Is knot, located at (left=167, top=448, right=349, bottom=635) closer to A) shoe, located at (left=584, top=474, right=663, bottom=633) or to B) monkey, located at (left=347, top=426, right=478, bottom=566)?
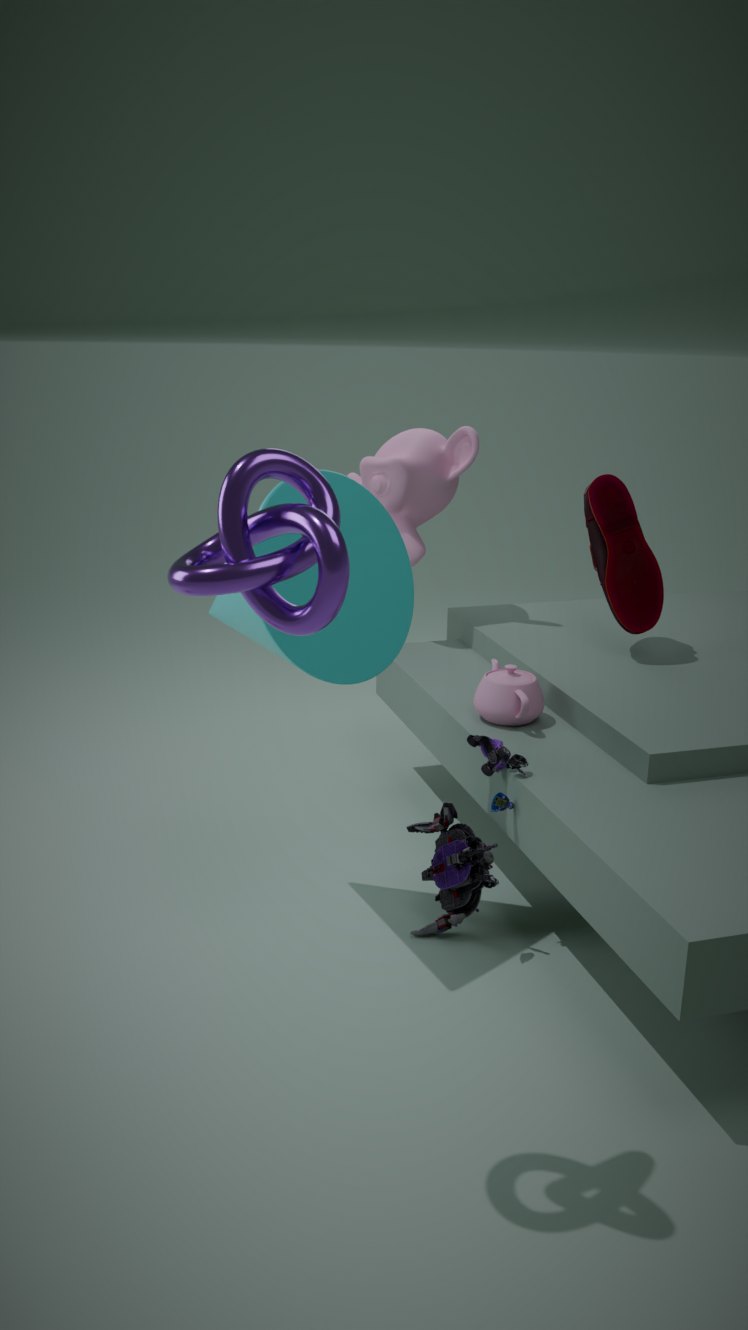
A) shoe, located at (left=584, top=474, right=663, bottom=633)
